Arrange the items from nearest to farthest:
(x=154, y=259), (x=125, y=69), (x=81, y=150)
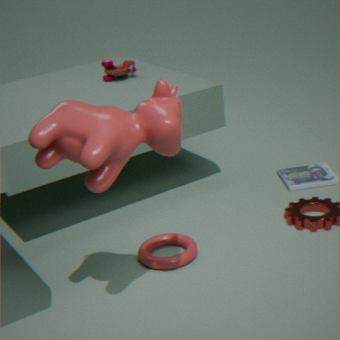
1. (x=81, y=150)
2. (x=154, y=259)
3. (x=125, y=69)
